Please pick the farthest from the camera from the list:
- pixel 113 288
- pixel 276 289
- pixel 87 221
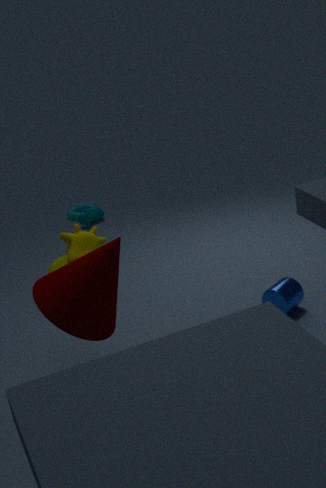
pixel 87 221
